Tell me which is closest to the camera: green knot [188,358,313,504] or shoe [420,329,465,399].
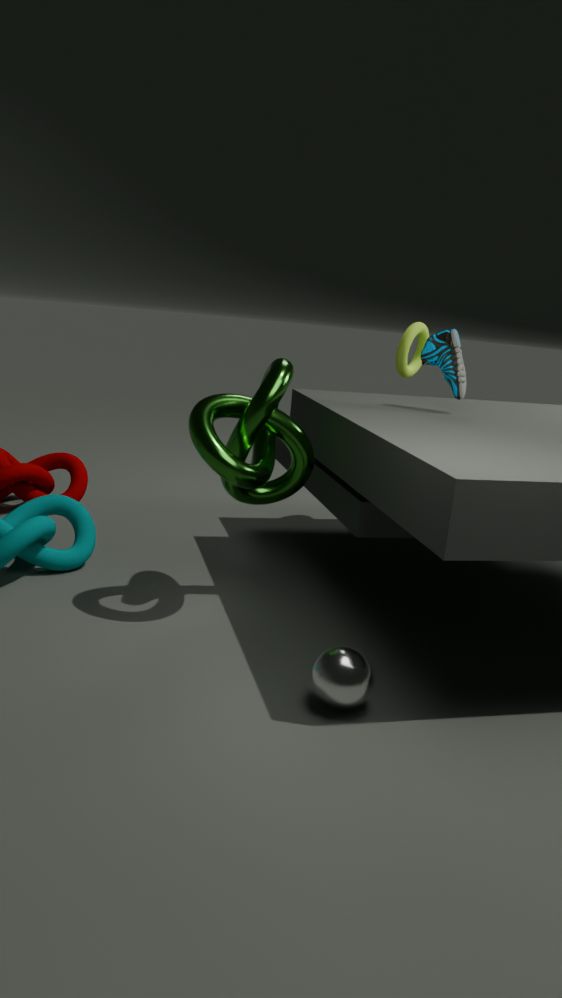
green knot [188,358,313,504]
